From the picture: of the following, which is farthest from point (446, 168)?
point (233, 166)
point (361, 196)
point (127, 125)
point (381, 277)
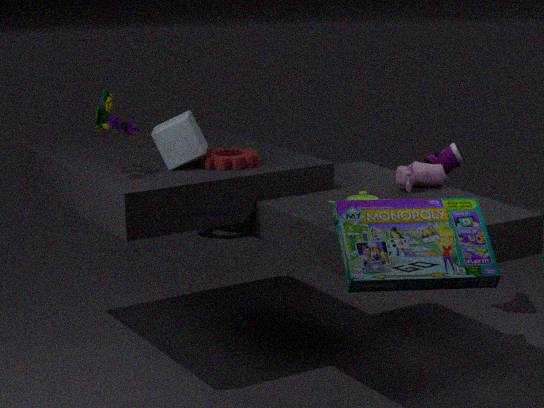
point (127, 125)
